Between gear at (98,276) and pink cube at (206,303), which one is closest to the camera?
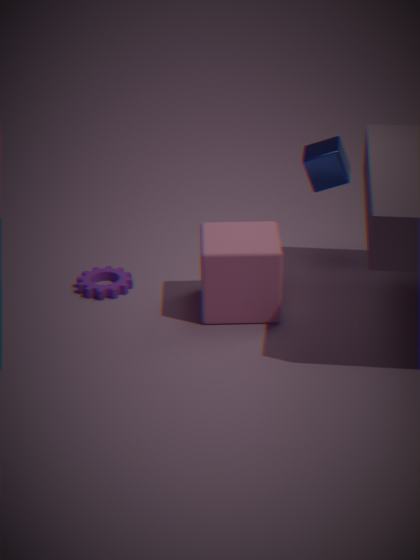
pink cube at (206,303)
